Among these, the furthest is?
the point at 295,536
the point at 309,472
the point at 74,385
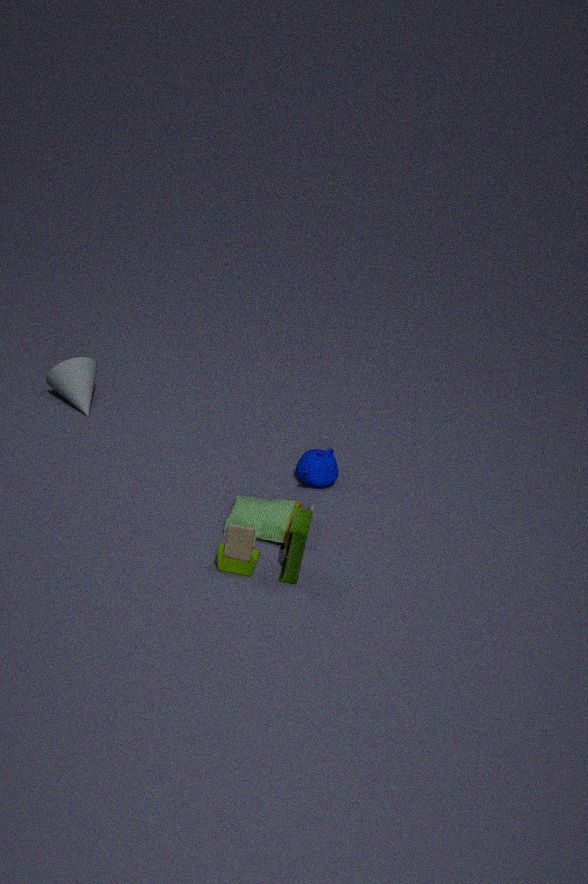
the point at 74,385
